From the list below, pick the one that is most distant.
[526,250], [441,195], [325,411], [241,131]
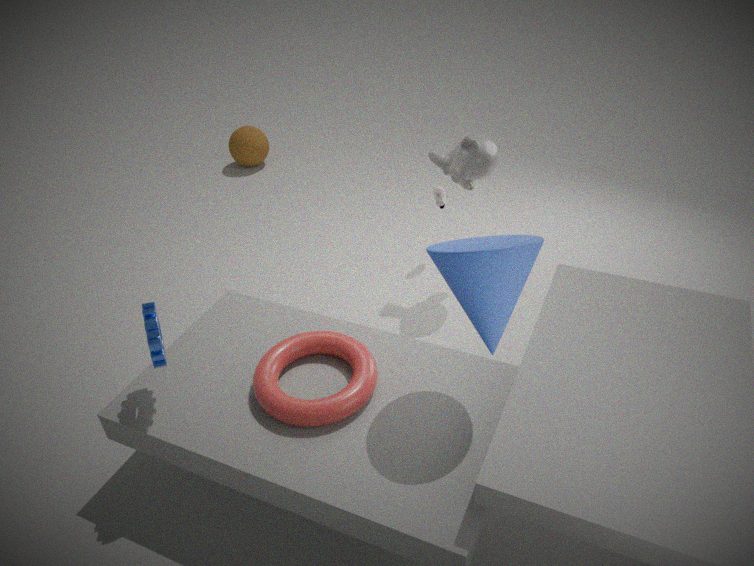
[241,131]
